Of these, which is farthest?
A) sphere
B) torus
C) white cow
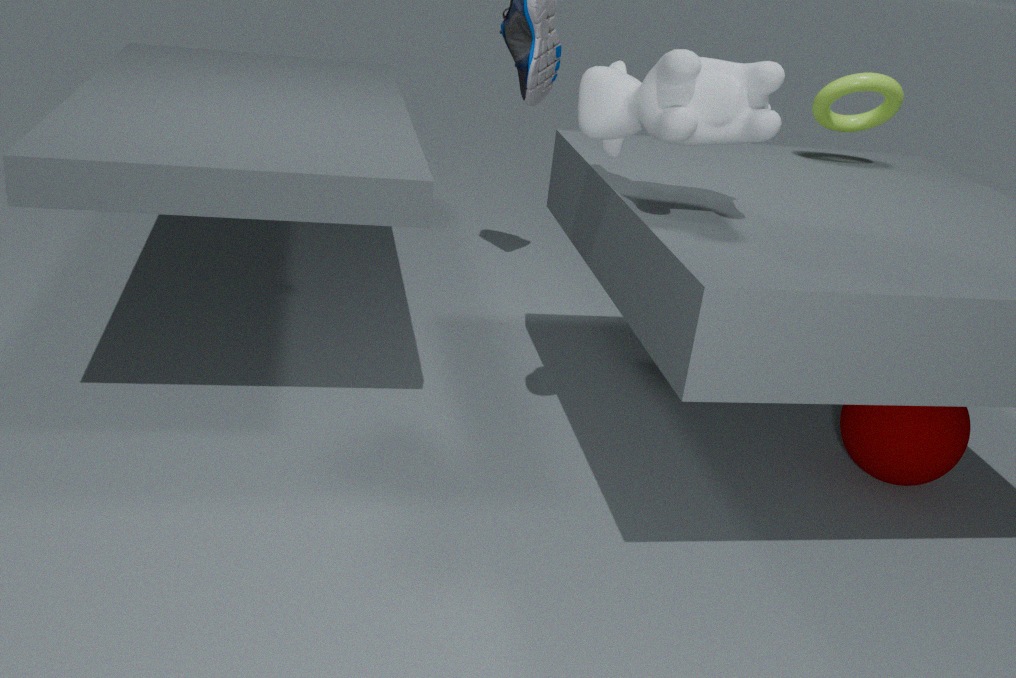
torus
